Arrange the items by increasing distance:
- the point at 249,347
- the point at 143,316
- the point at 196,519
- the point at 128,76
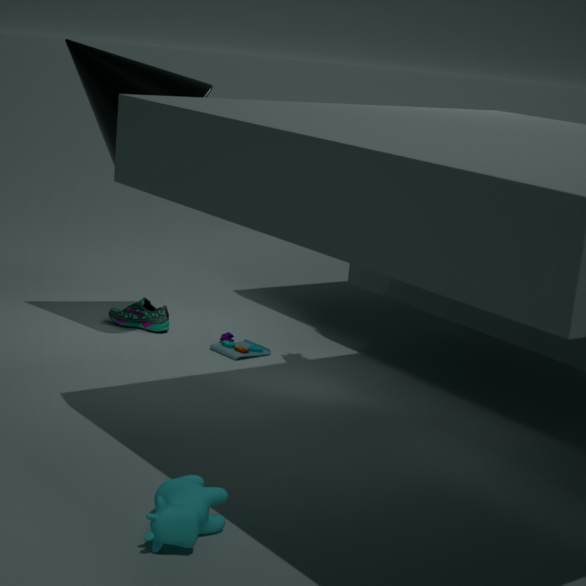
the point at 196,519, the point at 128,76, the point at 249,347, the point at 143,316
